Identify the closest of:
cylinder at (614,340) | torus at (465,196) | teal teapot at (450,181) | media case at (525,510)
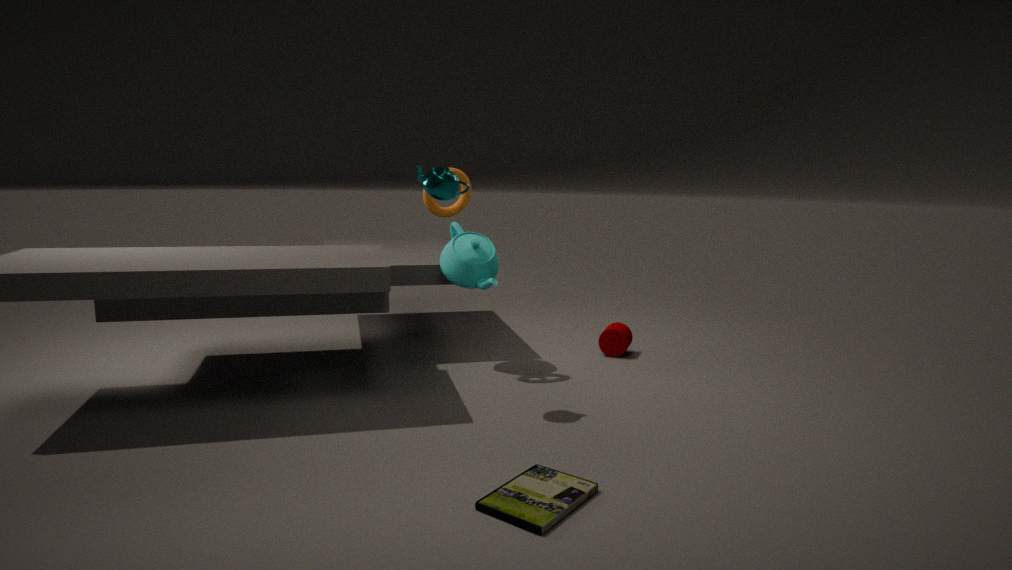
media case at (525,510)
